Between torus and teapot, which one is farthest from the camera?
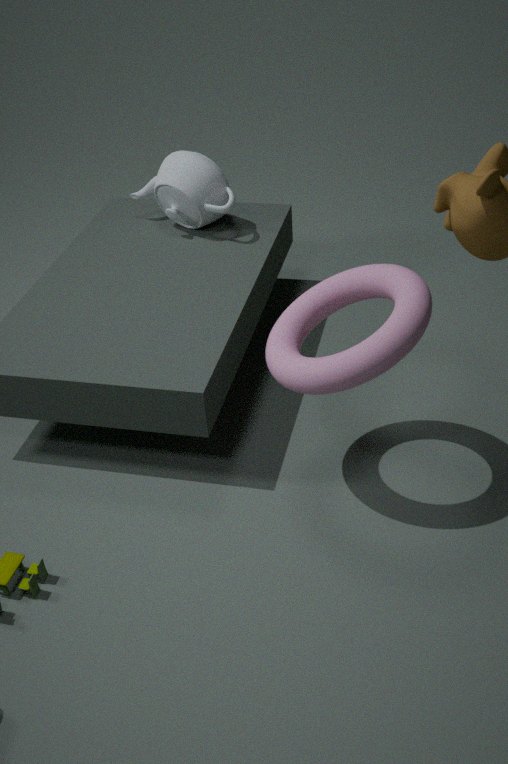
teapot
